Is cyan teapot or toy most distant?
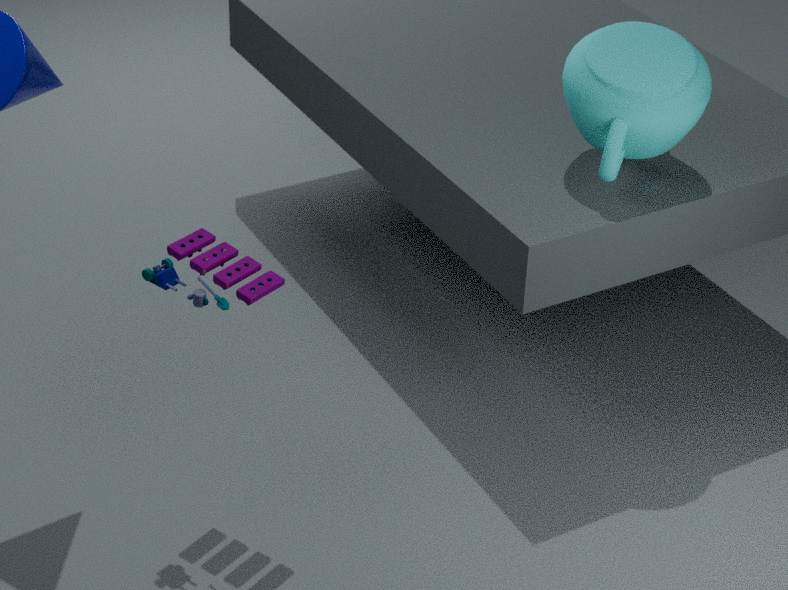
cyan teapot
